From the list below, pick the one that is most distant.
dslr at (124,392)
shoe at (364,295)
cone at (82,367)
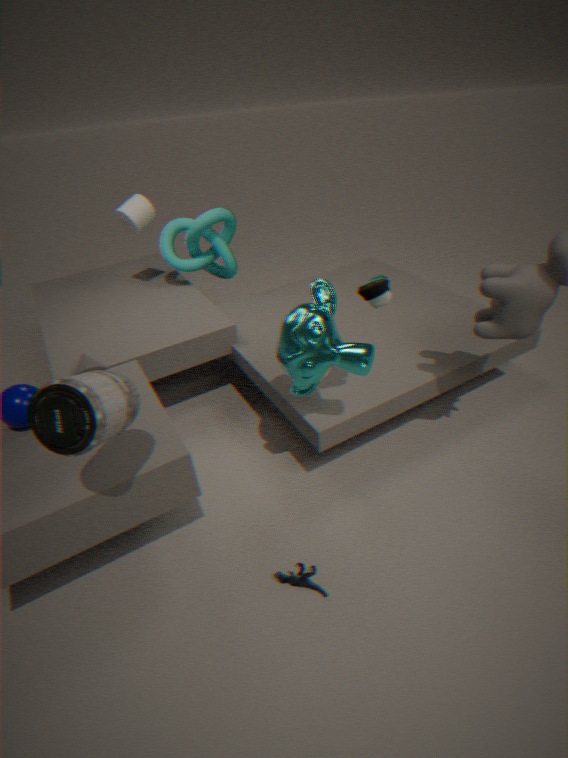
cone at (82,367)
